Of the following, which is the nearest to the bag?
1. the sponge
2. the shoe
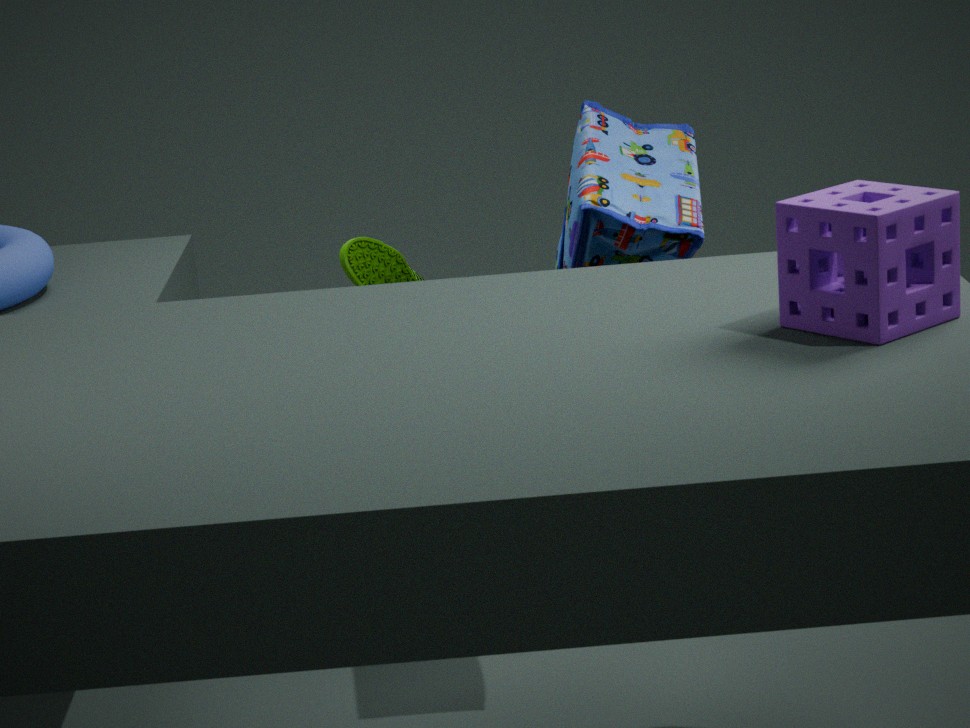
the shoe
